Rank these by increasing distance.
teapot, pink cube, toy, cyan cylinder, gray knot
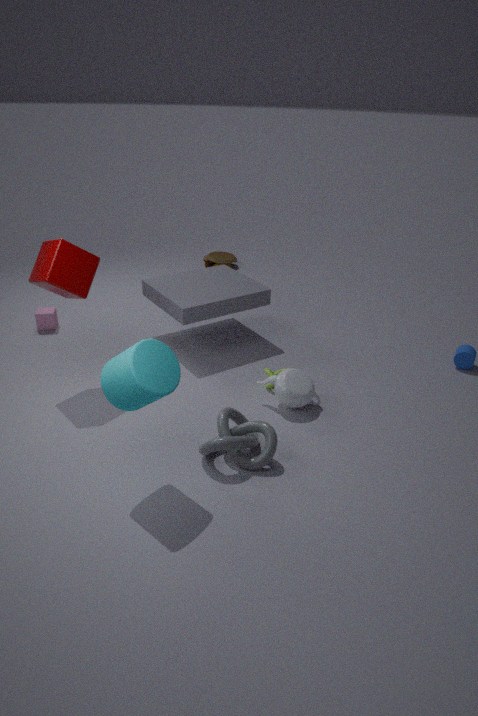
cyan cylinder → gray knot → teapot → pink cube → toy
